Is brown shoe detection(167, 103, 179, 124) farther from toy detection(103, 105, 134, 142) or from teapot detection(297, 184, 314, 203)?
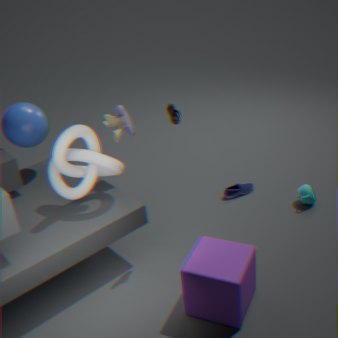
teapot detection(297, 184, 314, 203)
